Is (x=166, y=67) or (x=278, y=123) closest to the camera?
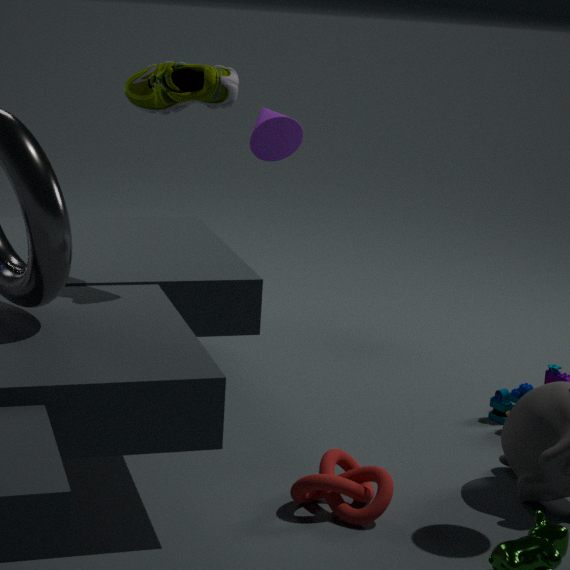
(x=166, y=67)
